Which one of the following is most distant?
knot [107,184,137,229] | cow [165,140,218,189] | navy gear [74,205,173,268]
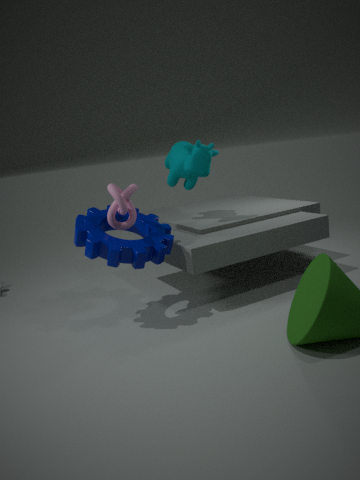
cow [165,140,218,189]
